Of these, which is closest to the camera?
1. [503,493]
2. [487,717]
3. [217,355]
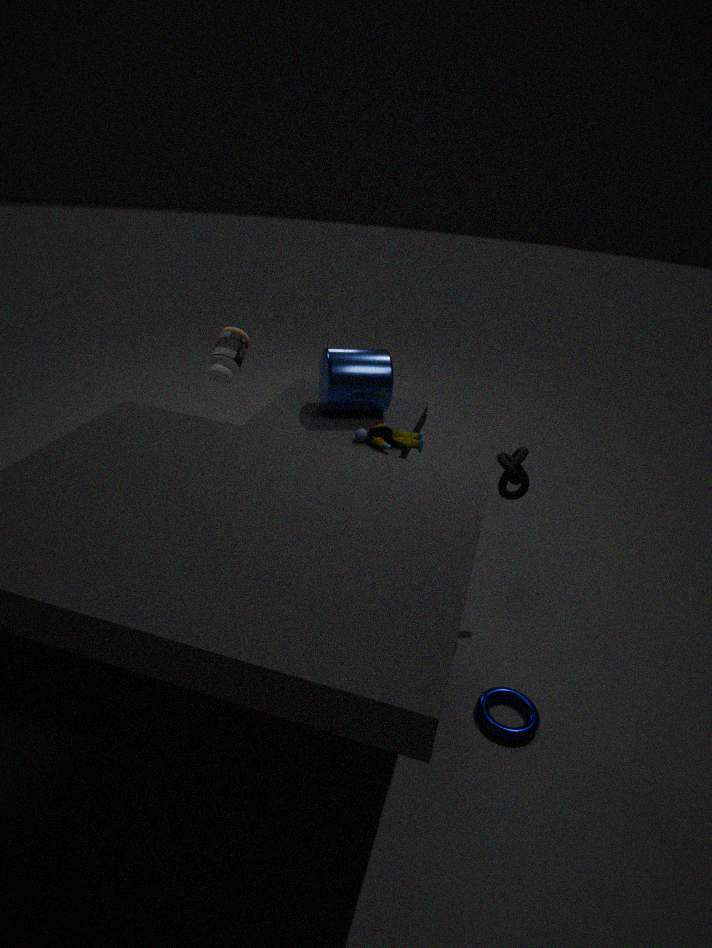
[487,717]
